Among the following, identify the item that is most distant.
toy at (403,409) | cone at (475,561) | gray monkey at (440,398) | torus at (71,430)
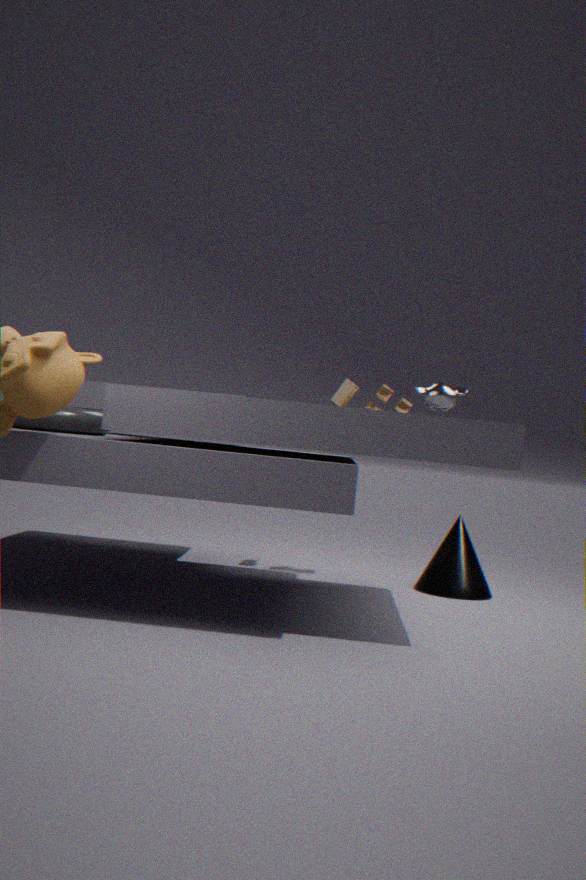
toy at (403,409)
